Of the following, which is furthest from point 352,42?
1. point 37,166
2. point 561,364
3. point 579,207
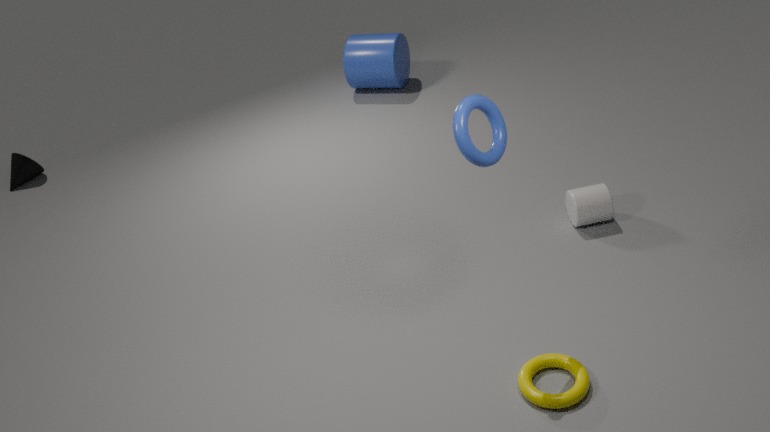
point 561,364
